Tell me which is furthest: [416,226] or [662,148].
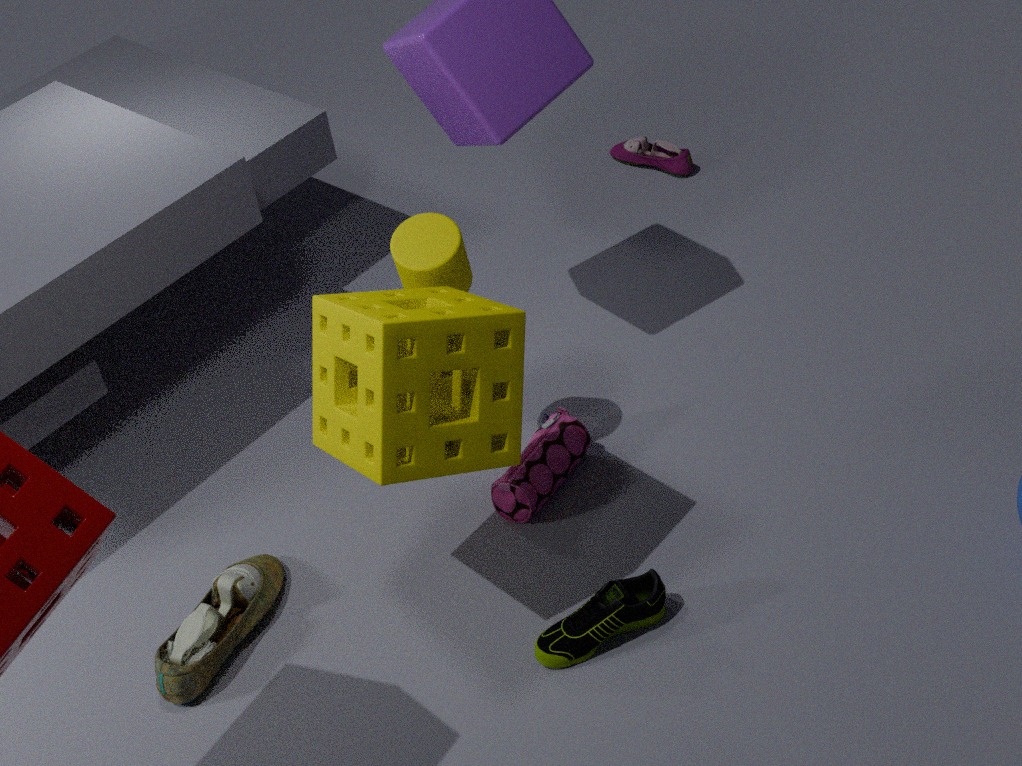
[662,148]
